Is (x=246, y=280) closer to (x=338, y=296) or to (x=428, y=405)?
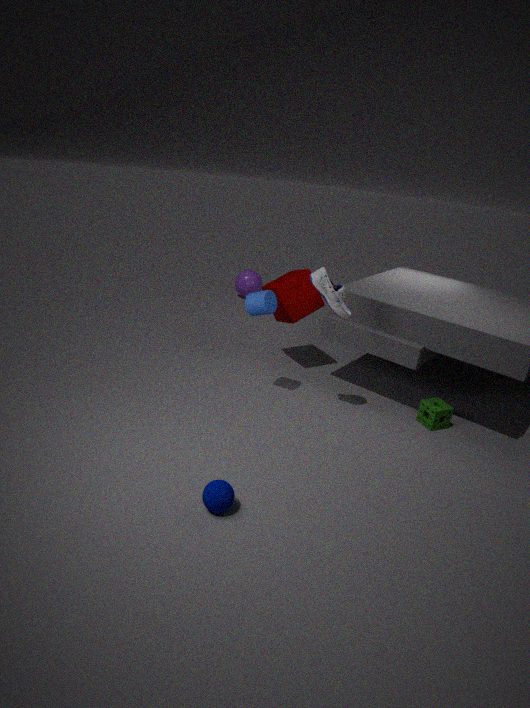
(x=338, y=296)
